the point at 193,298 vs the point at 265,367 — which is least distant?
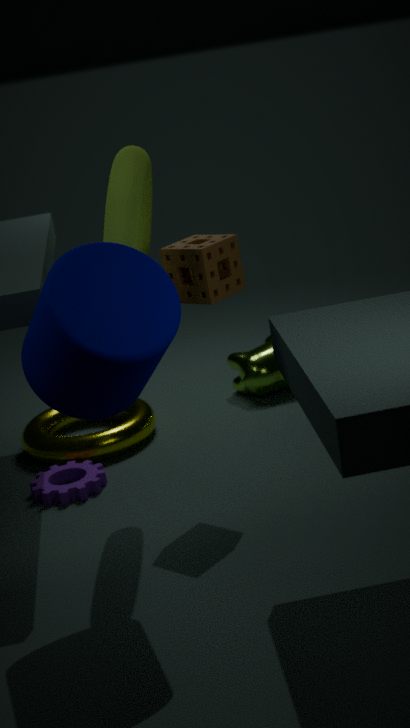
the point at 193,298
